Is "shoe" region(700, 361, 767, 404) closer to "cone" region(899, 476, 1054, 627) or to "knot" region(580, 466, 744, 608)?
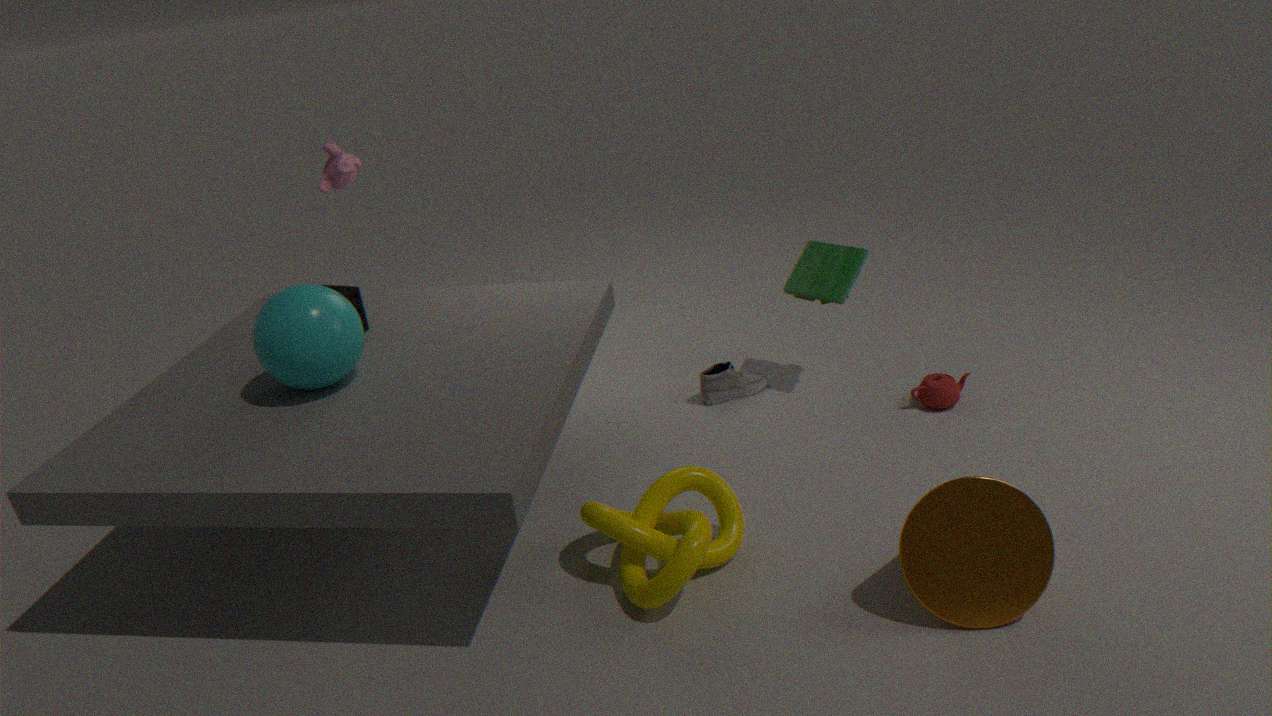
"knot" region(580, 466, 744, 608)
